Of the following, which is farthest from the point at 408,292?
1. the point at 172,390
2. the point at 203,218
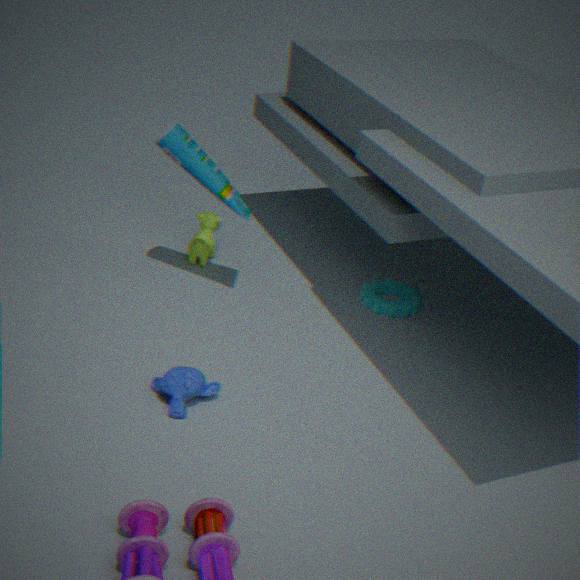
the point at 172,390
